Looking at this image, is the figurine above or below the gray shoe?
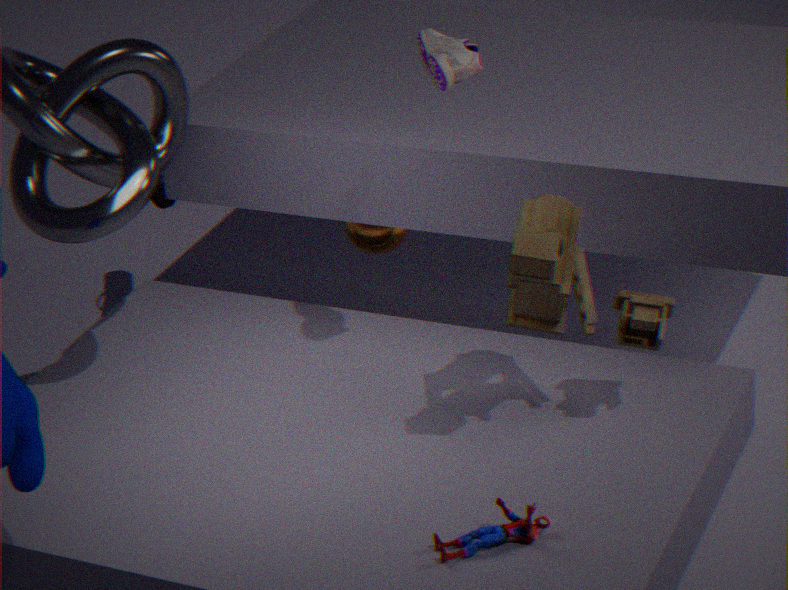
below
